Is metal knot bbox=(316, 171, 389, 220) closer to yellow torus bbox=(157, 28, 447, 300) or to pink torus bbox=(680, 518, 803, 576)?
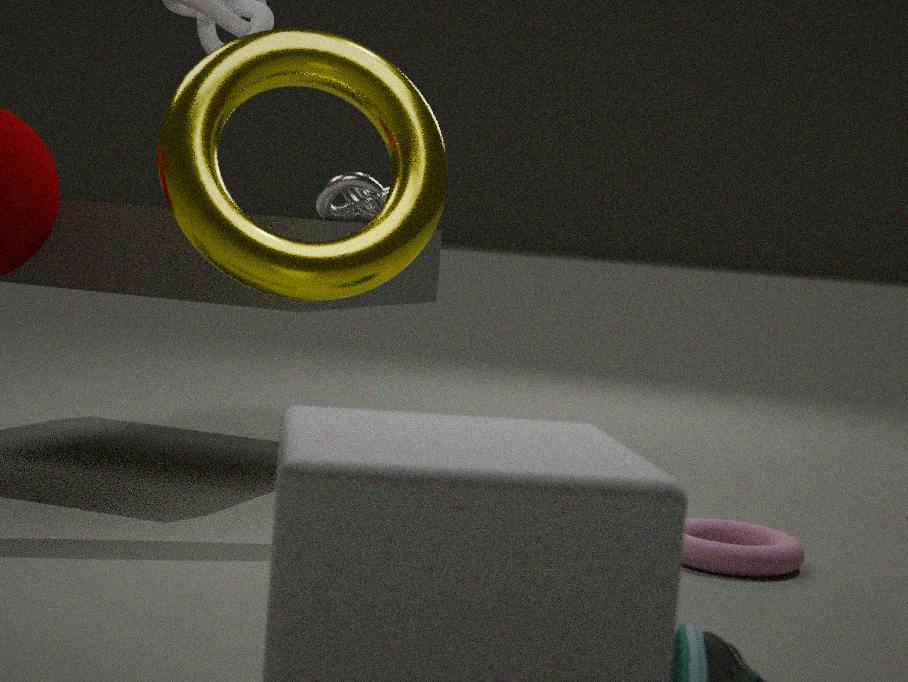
yellow torus bbox=(157, 28, 447, 300)
